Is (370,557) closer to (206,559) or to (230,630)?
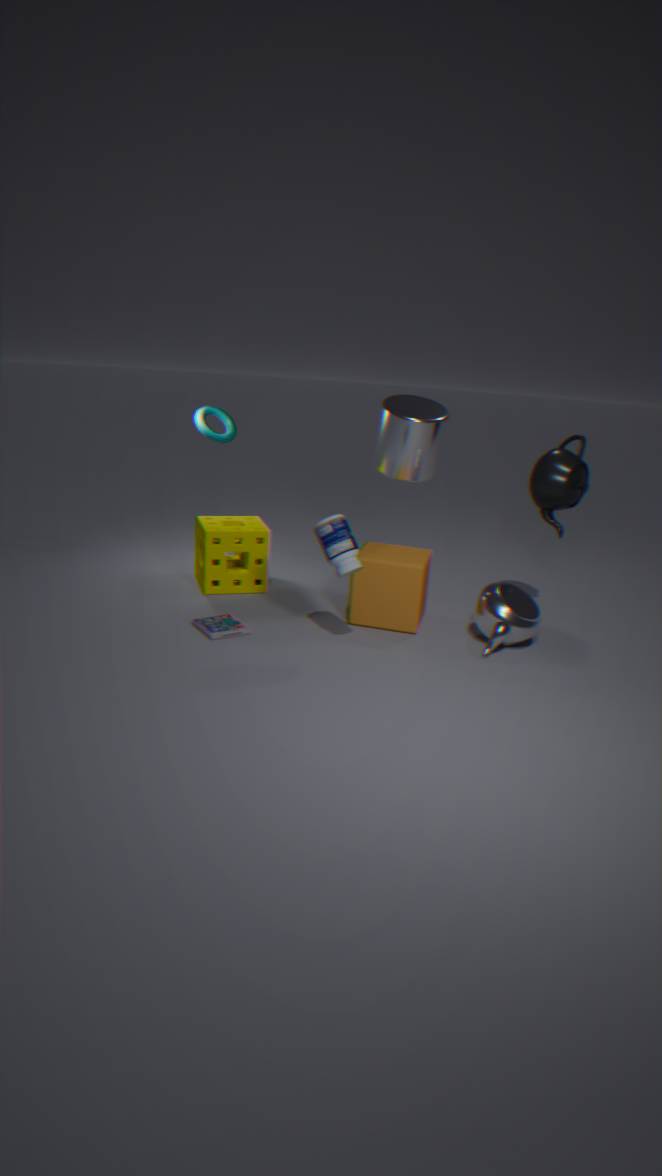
(230,630)
